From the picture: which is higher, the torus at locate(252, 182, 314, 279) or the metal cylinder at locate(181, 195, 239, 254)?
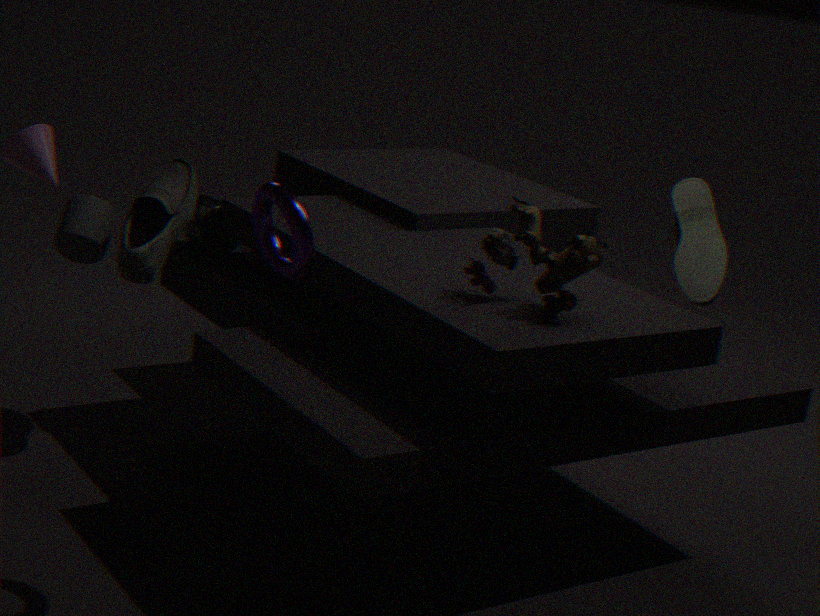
the torus at locate(252, 182, 314, 279)
